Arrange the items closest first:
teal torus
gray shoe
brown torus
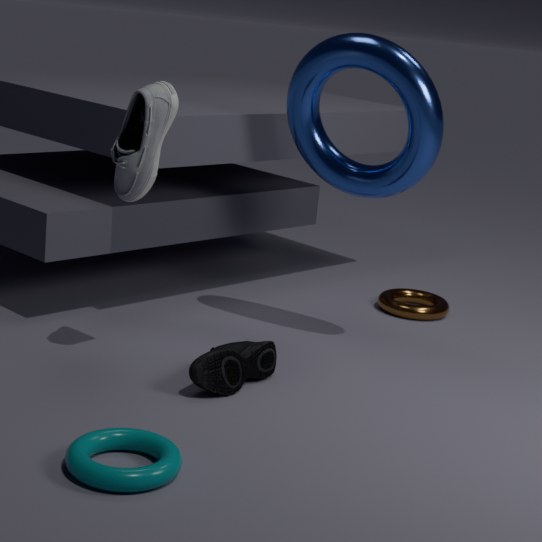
1. teal torus
2. gray shoe
3. brown torus
